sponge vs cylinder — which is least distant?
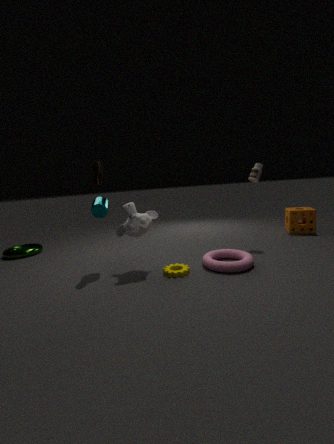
cylinder
